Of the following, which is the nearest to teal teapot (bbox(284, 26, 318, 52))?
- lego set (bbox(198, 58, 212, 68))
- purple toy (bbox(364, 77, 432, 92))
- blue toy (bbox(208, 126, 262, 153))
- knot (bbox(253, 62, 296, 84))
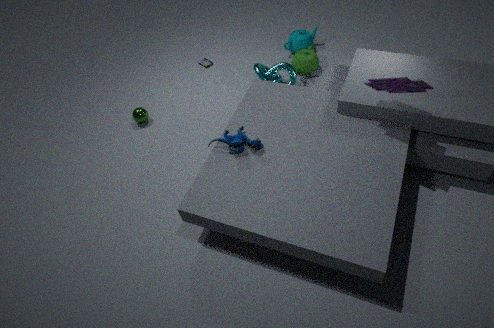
knot (bbox(253, 62, 296, 84))
